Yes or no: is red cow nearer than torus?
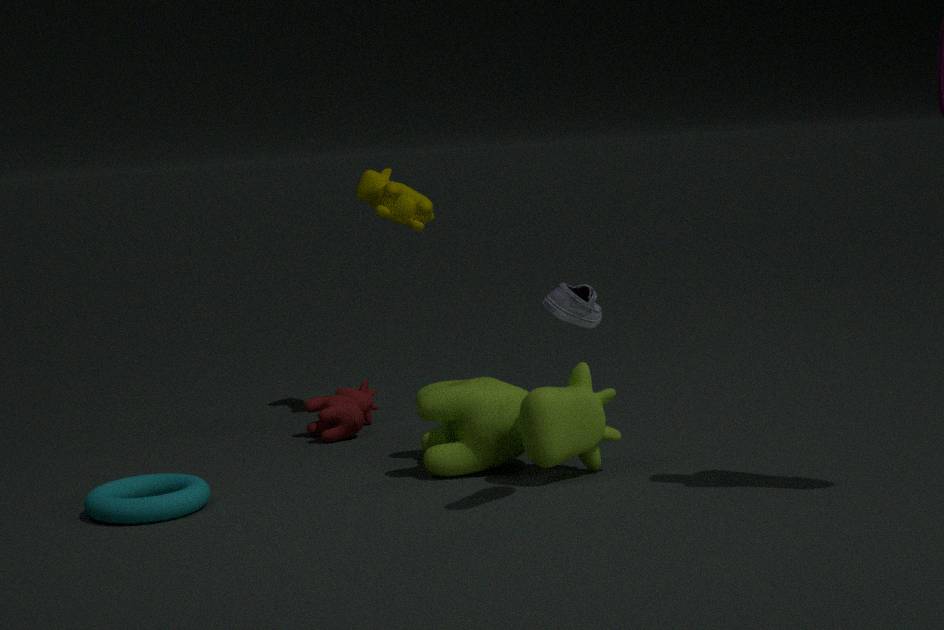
A: No
